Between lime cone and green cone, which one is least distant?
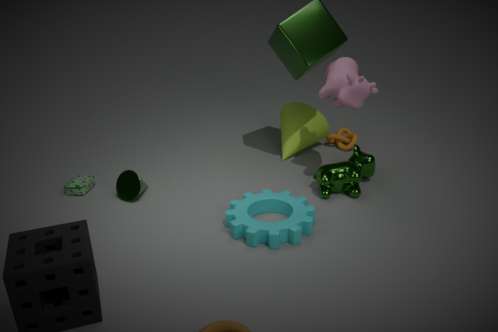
green cone
